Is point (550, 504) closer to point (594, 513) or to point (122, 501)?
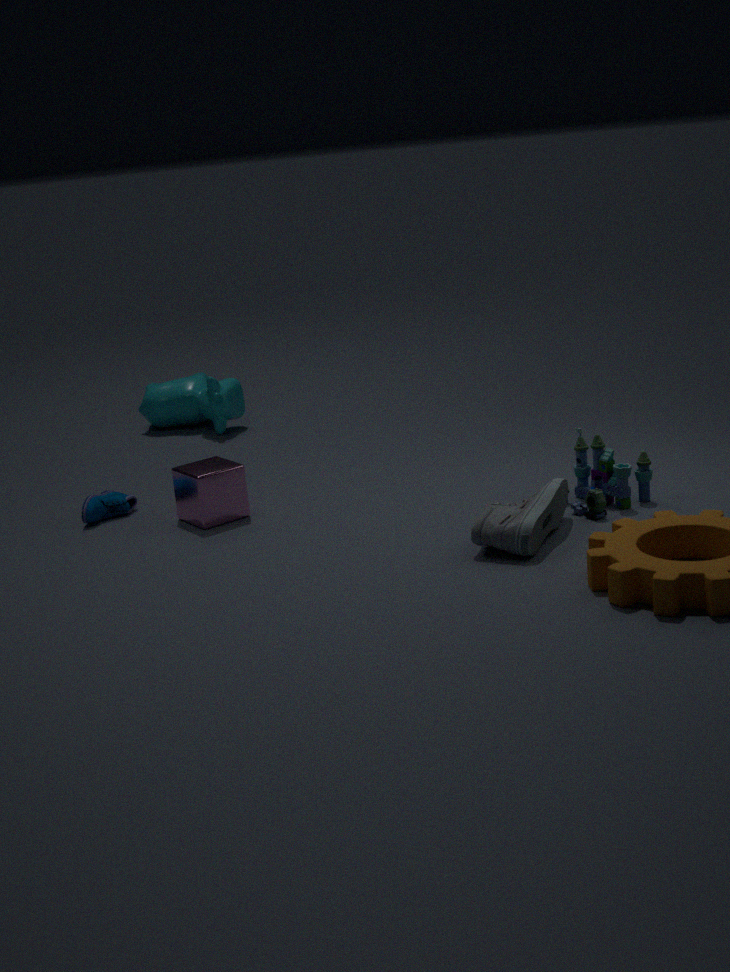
point (594, 513)
